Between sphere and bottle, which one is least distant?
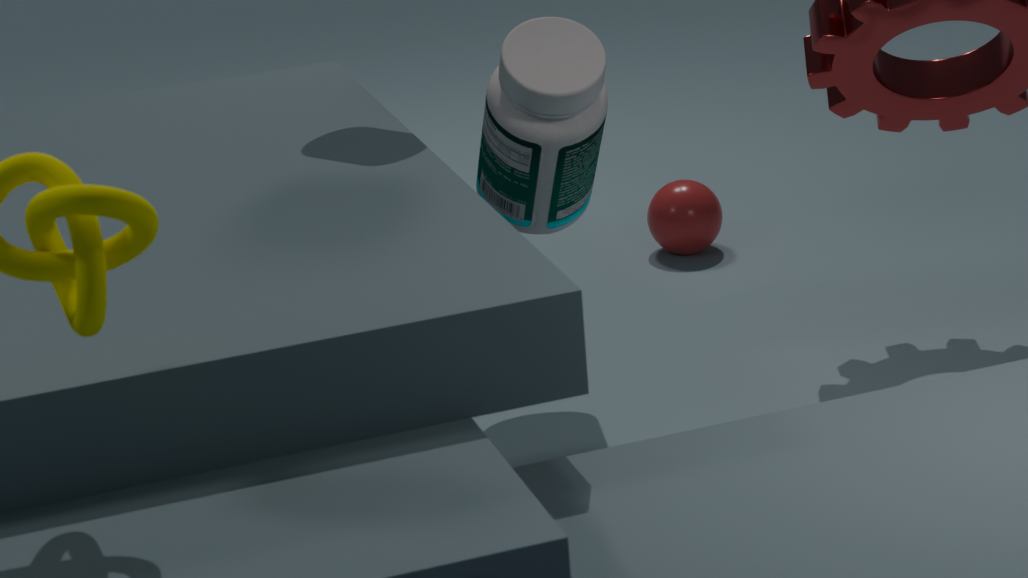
bottle
